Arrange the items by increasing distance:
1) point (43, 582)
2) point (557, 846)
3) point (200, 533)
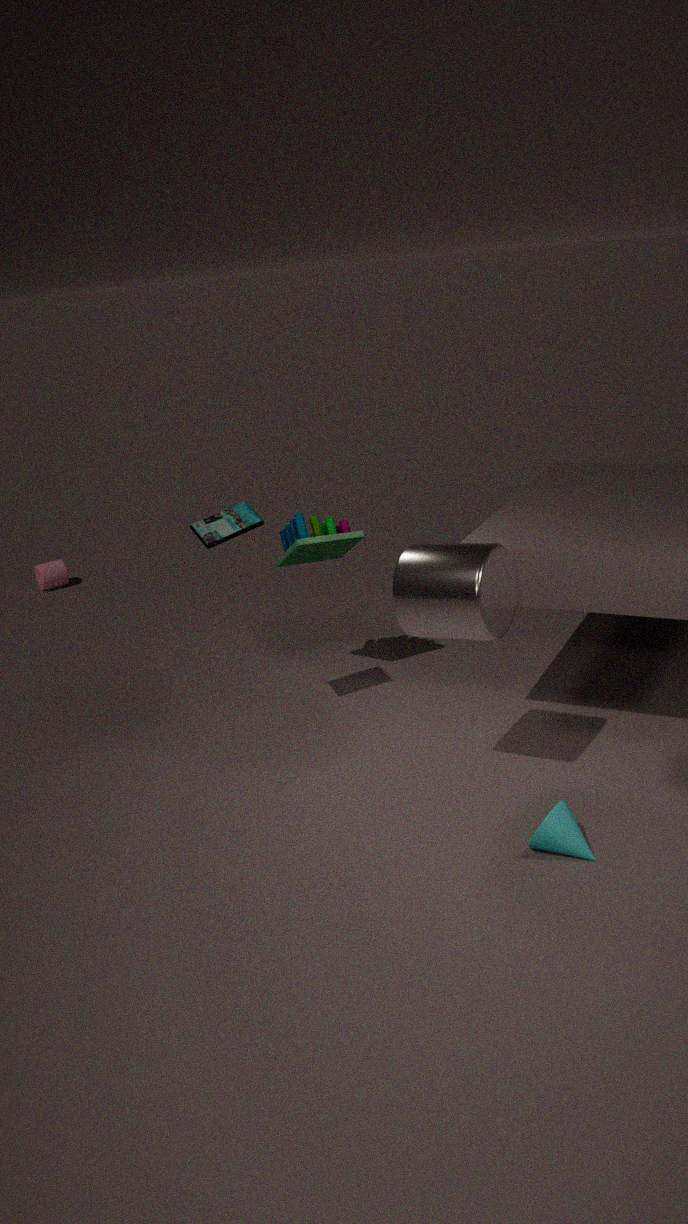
2. point (557, 846) < 3. point (200, 533) < 1. point (43, 582)
